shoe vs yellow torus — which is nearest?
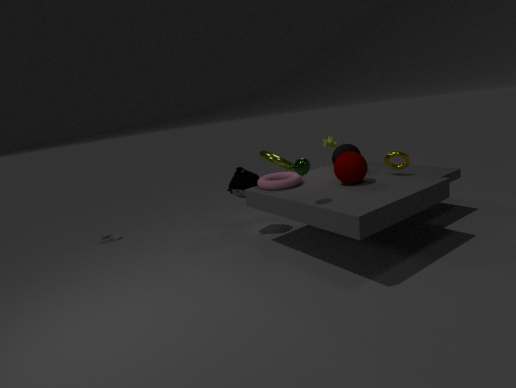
yellow torus
